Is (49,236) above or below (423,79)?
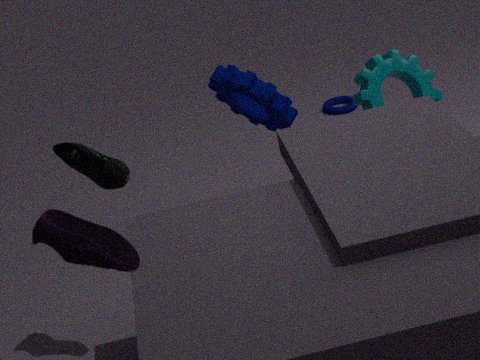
above
